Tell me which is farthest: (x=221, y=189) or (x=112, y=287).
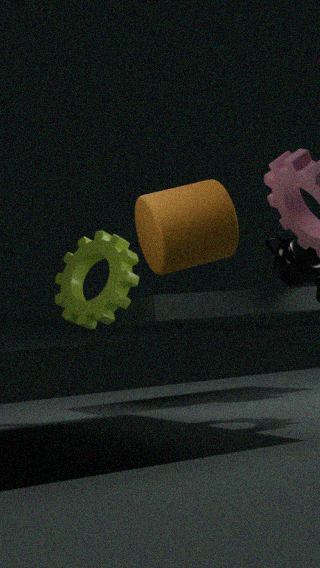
(x=112, y=287)
